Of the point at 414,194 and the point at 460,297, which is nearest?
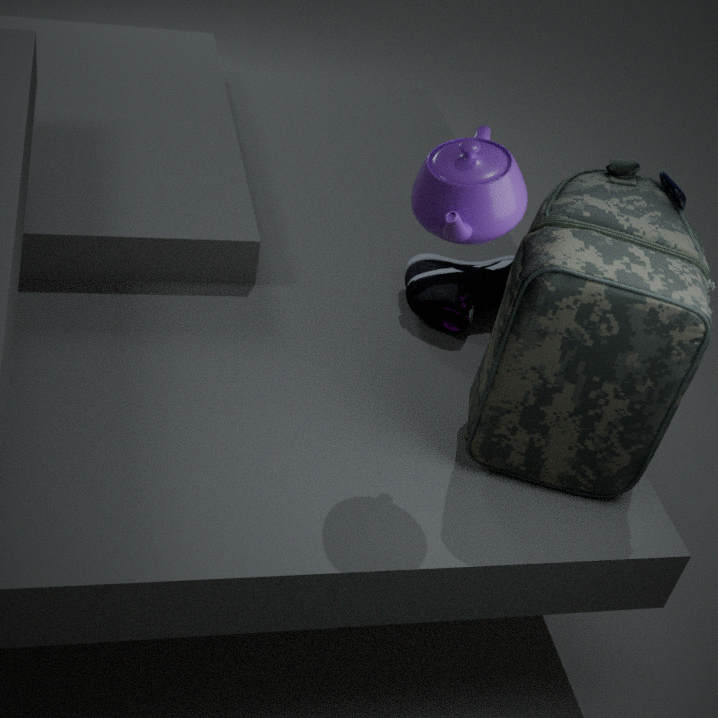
the point at 414,194
